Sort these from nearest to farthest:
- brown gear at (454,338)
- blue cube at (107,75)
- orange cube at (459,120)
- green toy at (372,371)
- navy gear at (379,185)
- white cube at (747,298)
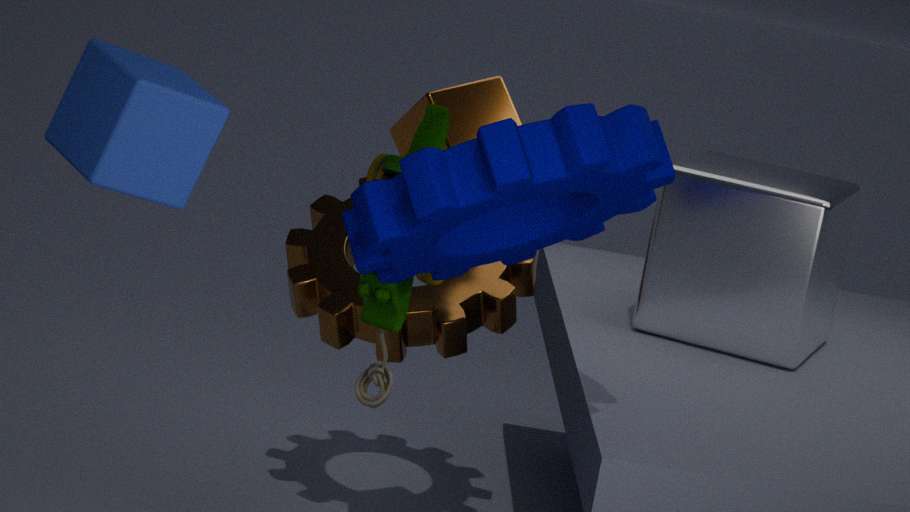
1. blue cube at (107,75)
2. navy gear at (379,185)
3. green toy at (372,371)
4. orange cube at (459,120)
5. white cube at (747,298)
6. brown gear at (454,338)
